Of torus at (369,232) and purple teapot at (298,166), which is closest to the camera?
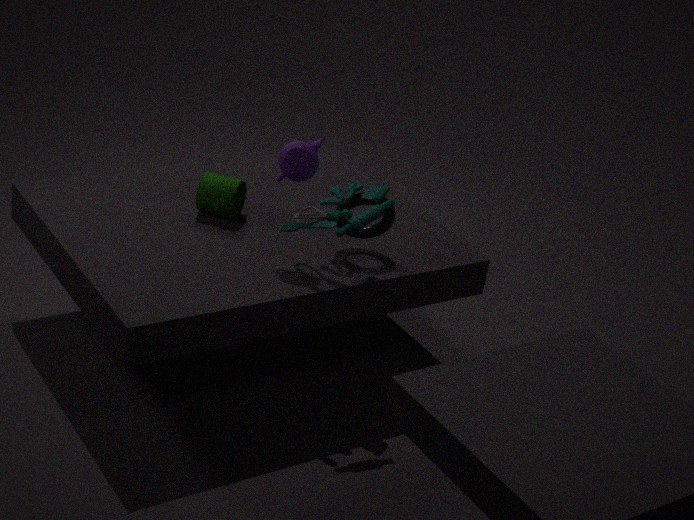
purple teapot at (298,166)
